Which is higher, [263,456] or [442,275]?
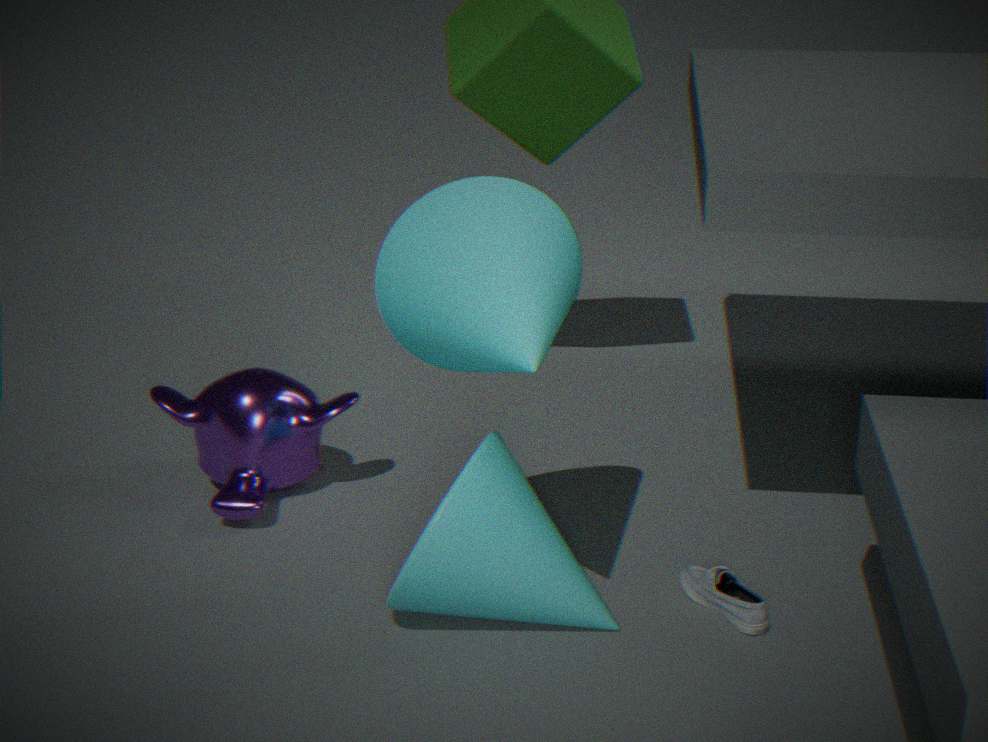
[442,275]
